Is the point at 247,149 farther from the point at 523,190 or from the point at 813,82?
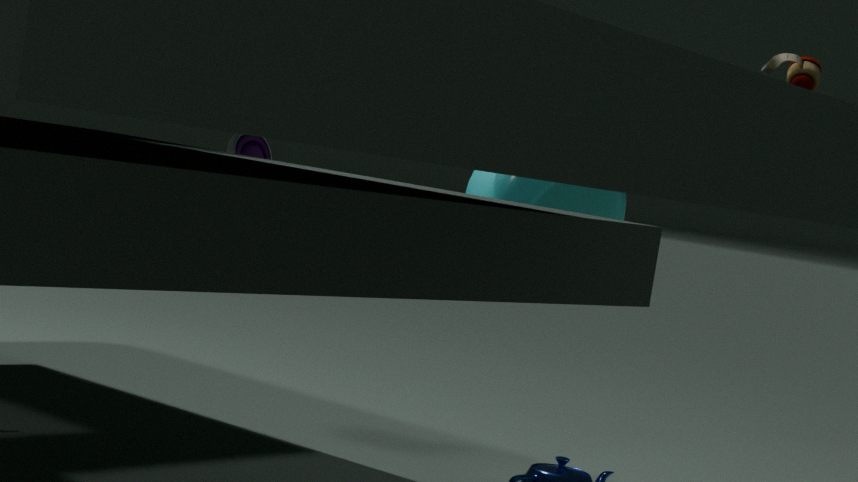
the point at 813,82
